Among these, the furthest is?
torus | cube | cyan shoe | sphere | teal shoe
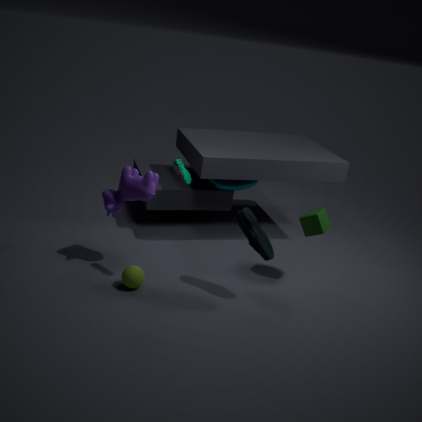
torus
